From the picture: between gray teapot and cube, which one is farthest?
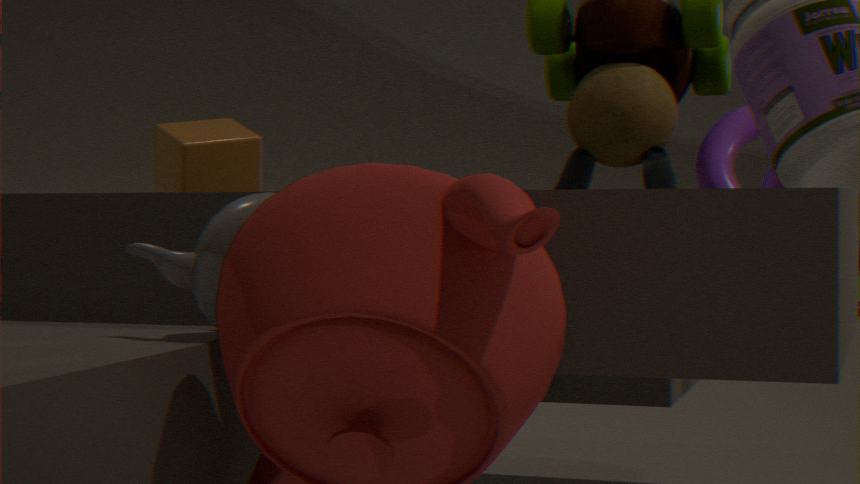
cube
